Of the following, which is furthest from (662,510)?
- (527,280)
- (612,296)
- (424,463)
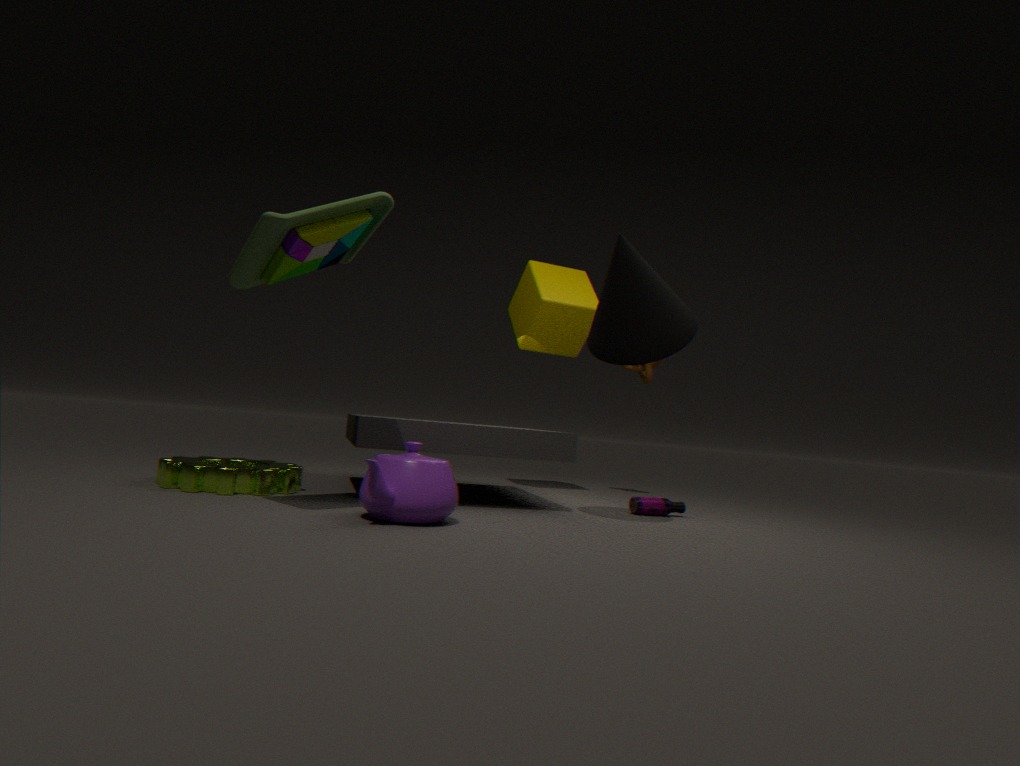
(527,280)
